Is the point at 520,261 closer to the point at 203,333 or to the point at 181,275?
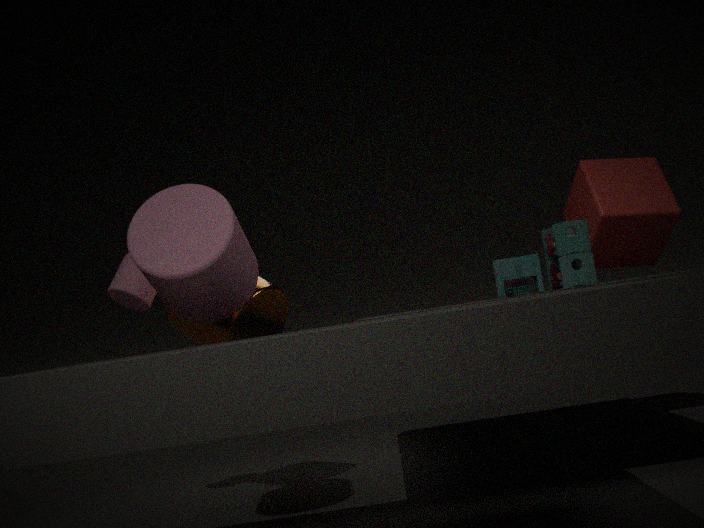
the point at 181,275
